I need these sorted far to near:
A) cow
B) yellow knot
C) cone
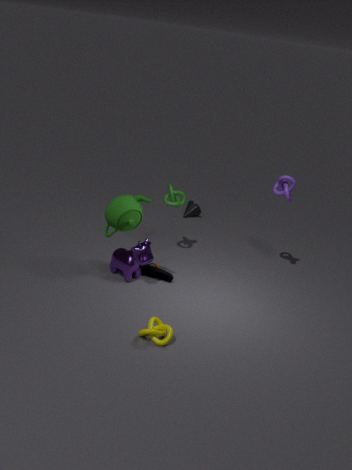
cone → cow → yellow knot
